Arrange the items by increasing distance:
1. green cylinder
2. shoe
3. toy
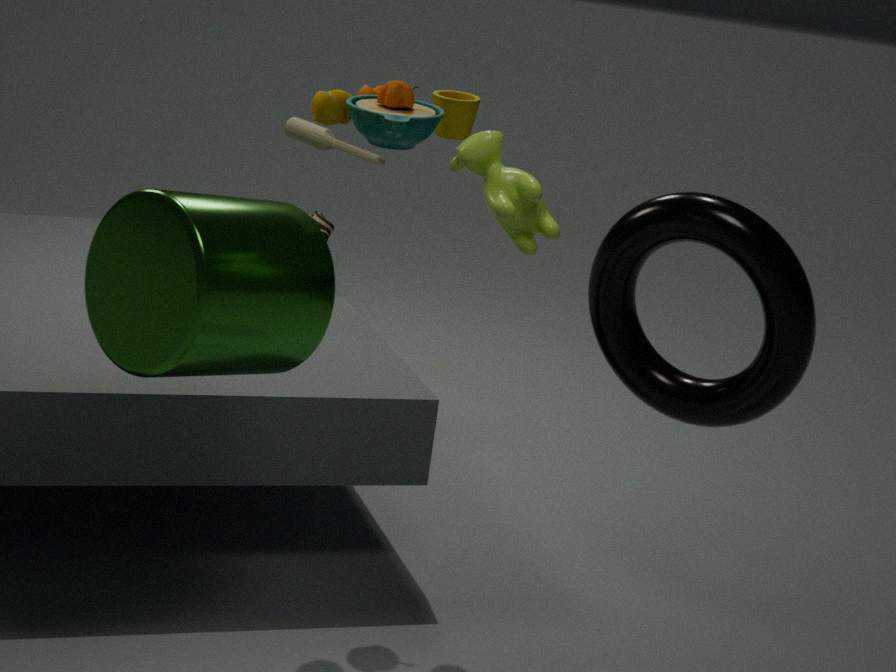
green cylinder
toy
shoe
